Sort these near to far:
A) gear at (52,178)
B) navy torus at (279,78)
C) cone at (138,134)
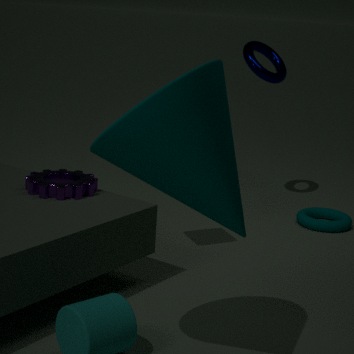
1. cone at (138,134)
2. gear at (52,178)
3. navy torus at (279,78)
